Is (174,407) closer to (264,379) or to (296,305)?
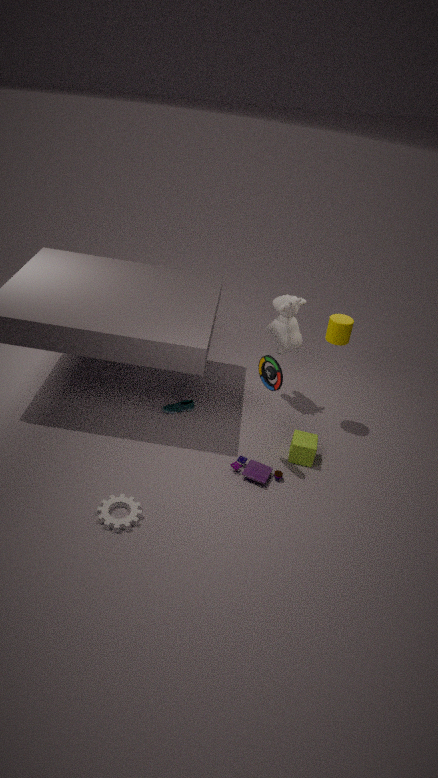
(264,379)
